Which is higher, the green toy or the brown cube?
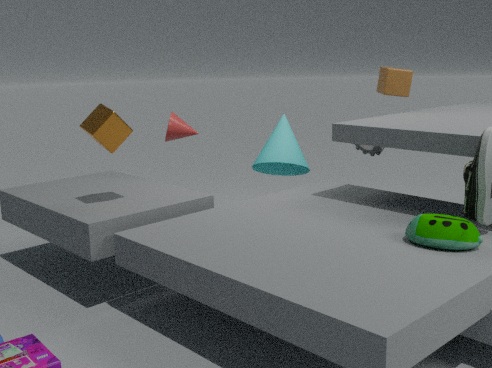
the brown cube
